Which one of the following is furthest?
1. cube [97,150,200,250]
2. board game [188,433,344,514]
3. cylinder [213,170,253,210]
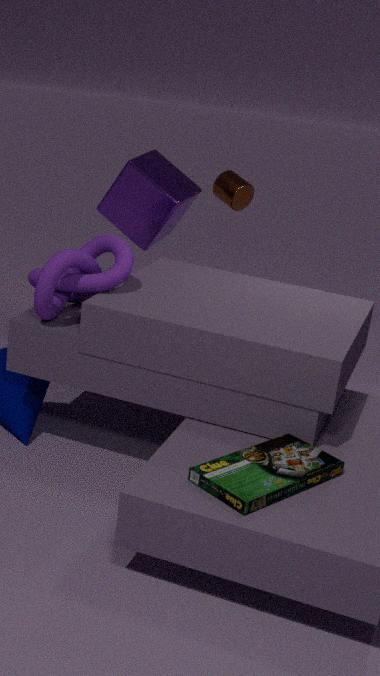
cylinder [213,170,253,210]
